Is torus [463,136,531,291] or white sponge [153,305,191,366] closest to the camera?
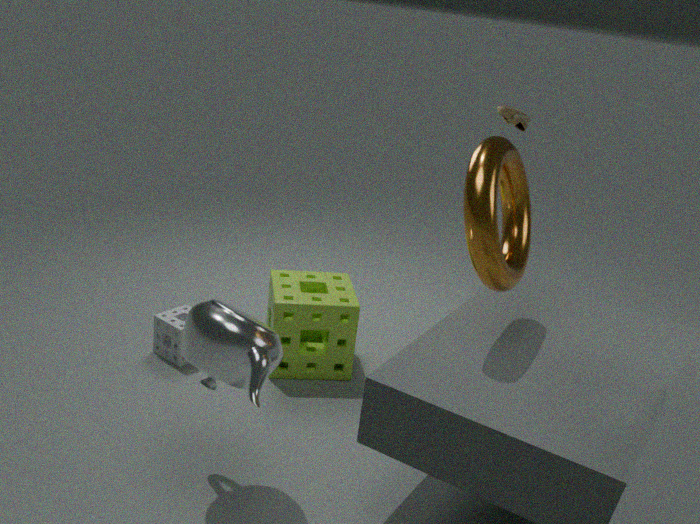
torus [463,136,531,291]
